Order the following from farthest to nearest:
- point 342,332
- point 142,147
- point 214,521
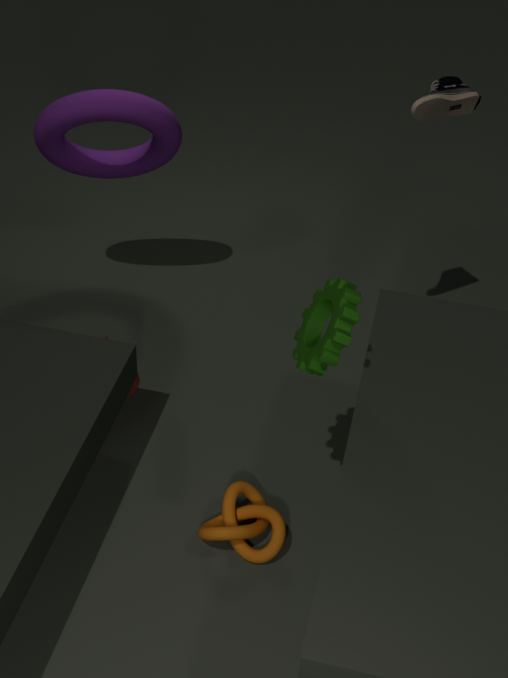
point 142,147 → point 214,521 → point 342,332
